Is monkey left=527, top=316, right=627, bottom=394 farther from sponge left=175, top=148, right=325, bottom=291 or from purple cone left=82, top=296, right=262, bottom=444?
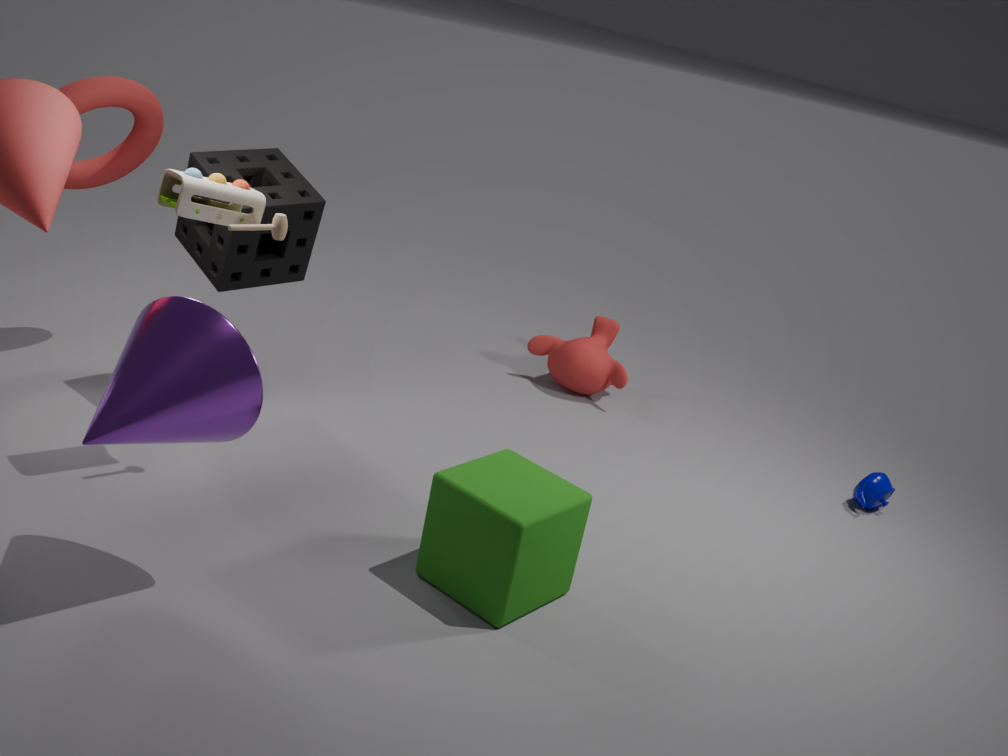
purple cone left=82, top=296, right=262, bottom=444
